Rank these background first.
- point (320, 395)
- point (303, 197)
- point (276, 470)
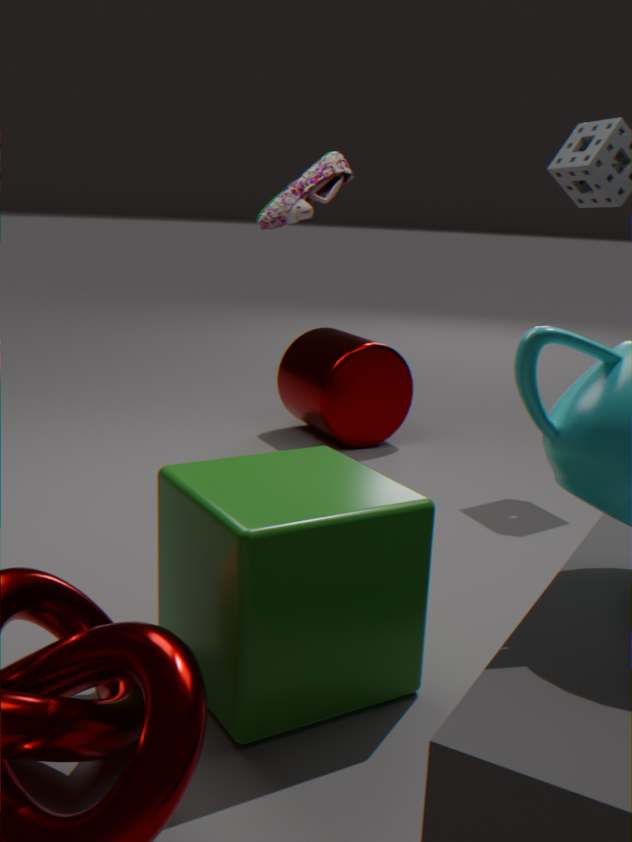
point (320, 395), point (303, 197), point (276, 470)
